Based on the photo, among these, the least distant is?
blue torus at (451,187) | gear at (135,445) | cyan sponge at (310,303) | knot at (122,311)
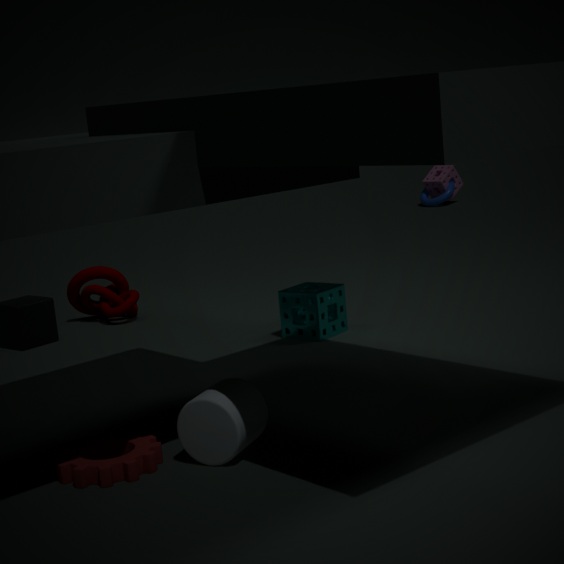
gear at (135,445)
